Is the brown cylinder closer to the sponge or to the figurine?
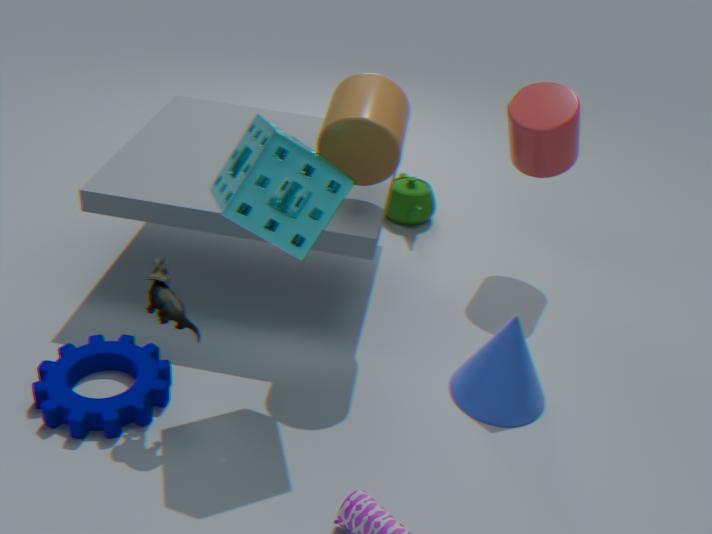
the sponge
